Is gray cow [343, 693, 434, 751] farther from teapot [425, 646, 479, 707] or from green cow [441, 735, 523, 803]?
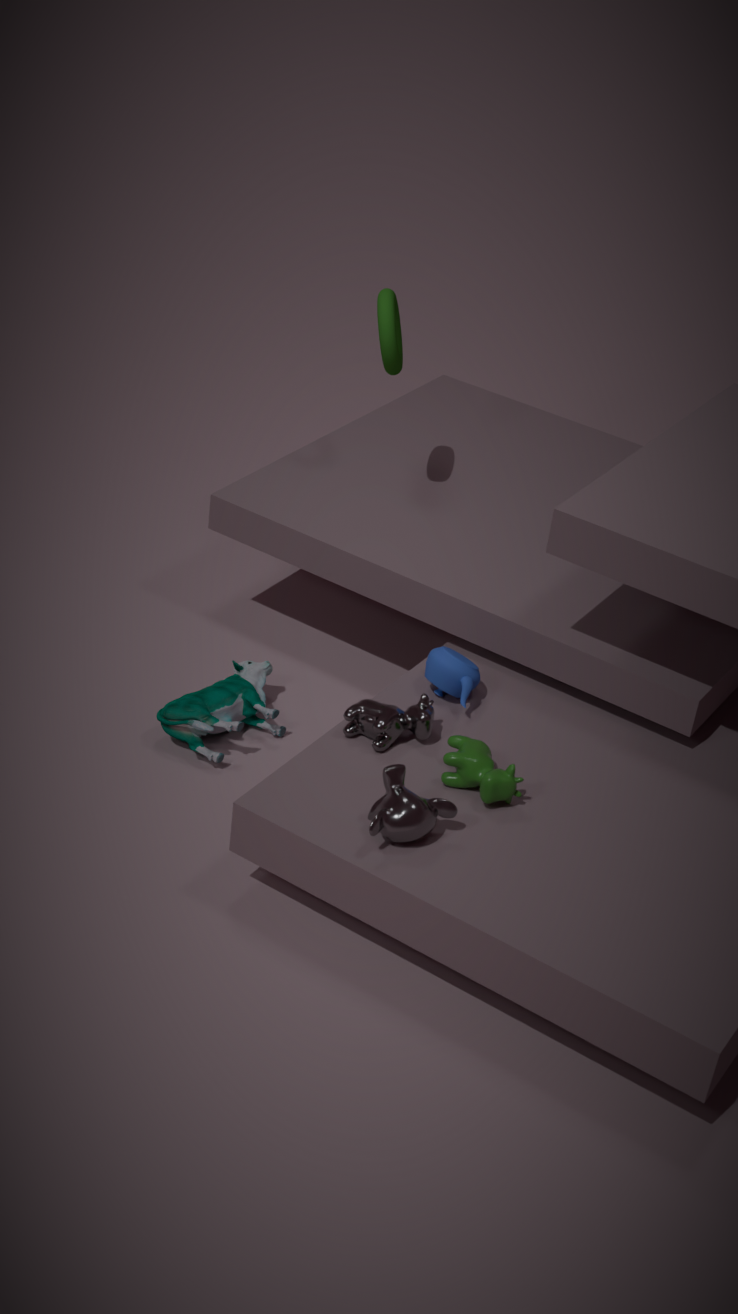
teapot [425, 646, 479, 707]
